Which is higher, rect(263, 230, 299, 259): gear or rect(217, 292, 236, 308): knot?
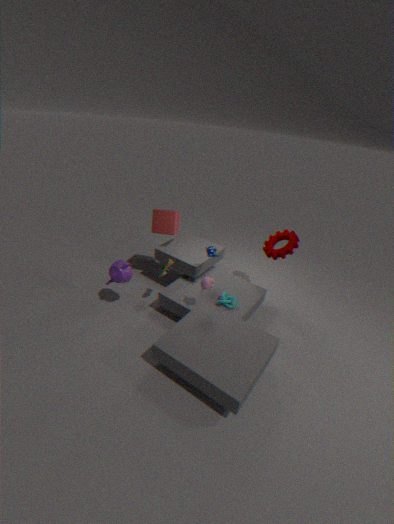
rect(263, 230, 299, 259): gear
